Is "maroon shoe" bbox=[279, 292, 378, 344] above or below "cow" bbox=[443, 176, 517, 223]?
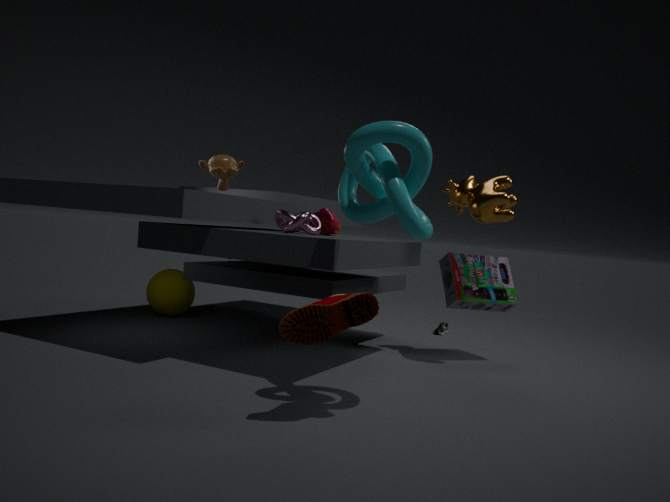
below
